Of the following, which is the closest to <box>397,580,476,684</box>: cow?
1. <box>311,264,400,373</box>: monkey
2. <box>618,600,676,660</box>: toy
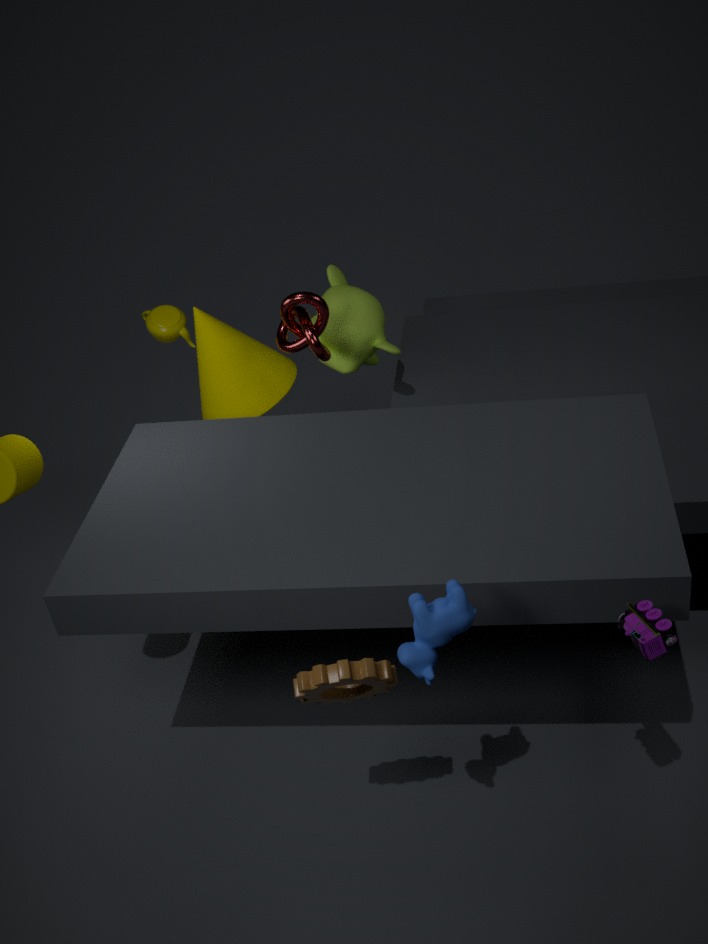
<box>618,600,676,660</box>: toy
